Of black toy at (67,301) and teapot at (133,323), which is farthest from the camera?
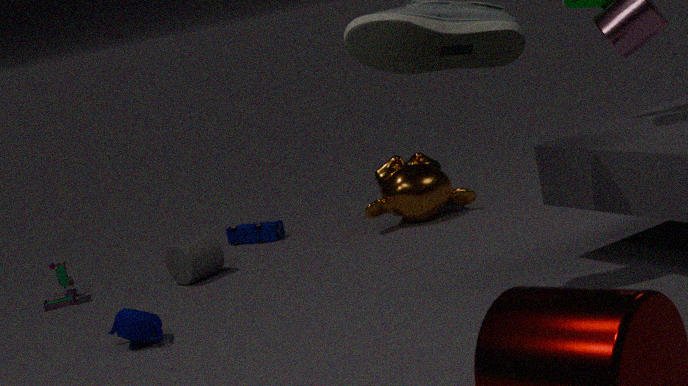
black toy at (67,301)
